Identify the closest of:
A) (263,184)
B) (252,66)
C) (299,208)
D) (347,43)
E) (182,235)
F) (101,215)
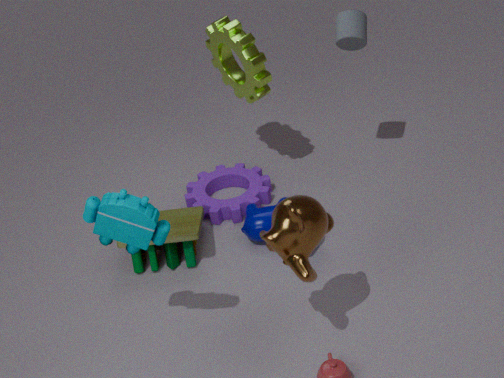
(299,208)
